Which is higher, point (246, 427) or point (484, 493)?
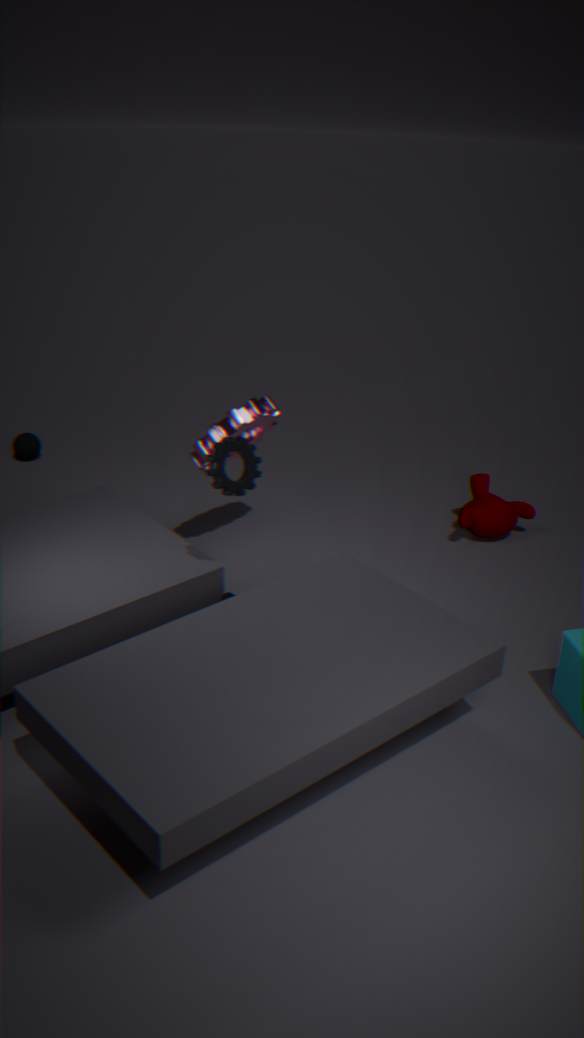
point (246, 427)
